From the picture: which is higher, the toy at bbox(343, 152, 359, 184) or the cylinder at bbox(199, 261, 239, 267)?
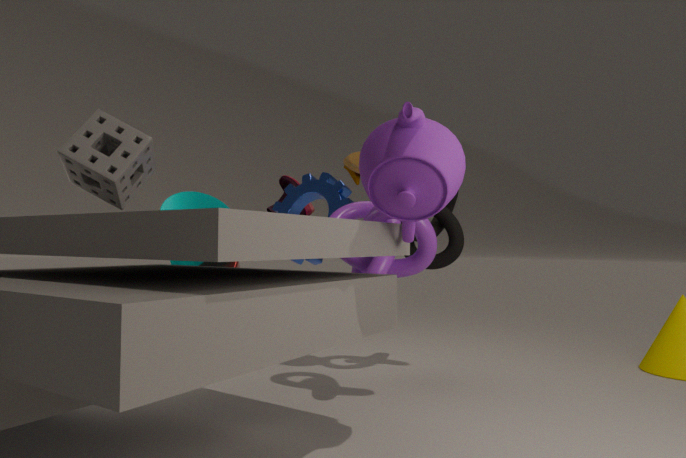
the toy at bbox(343, 152, 359, 184)
